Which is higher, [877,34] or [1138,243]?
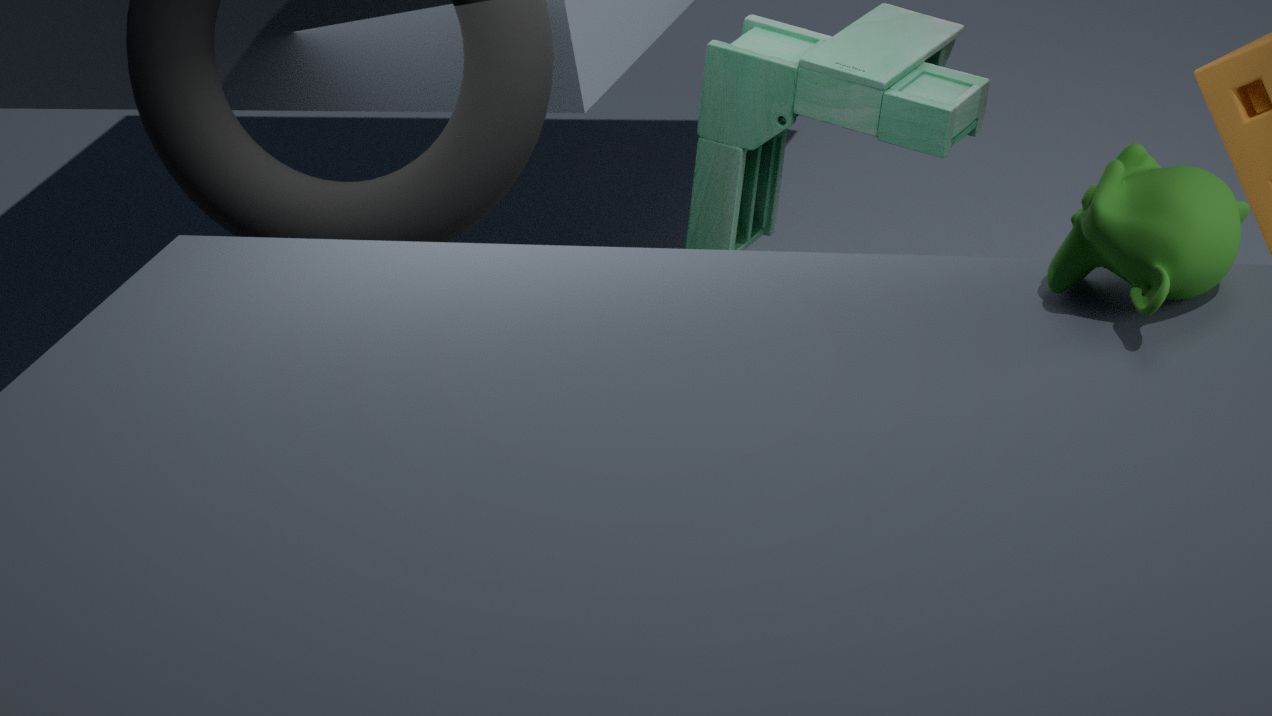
[1138,243]
